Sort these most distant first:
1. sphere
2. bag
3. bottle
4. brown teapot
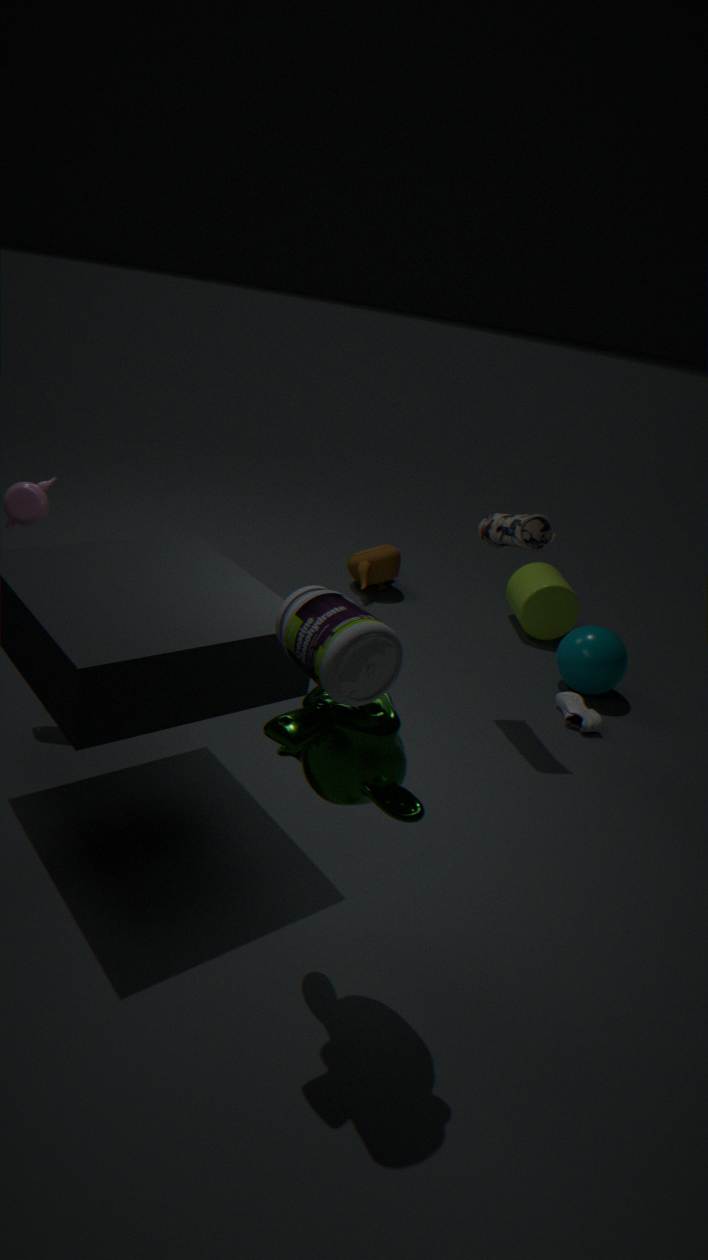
brown teapot → sphere → bag → bottle
